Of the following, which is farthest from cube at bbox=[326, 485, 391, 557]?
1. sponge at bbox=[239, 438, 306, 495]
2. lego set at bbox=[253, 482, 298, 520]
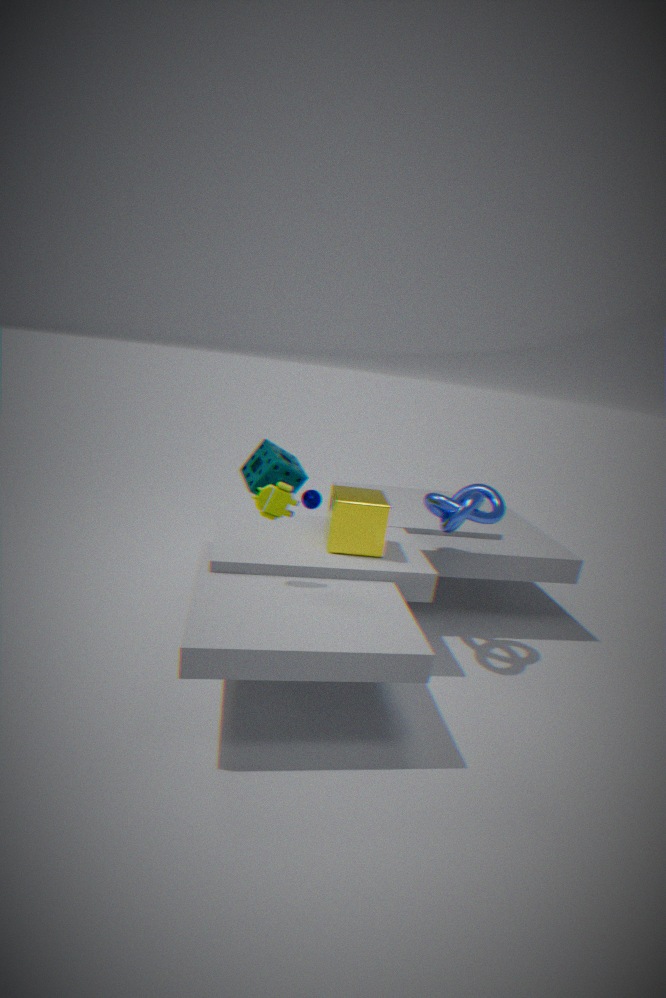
sponge at bbox=[239, 438, 306, 495]
